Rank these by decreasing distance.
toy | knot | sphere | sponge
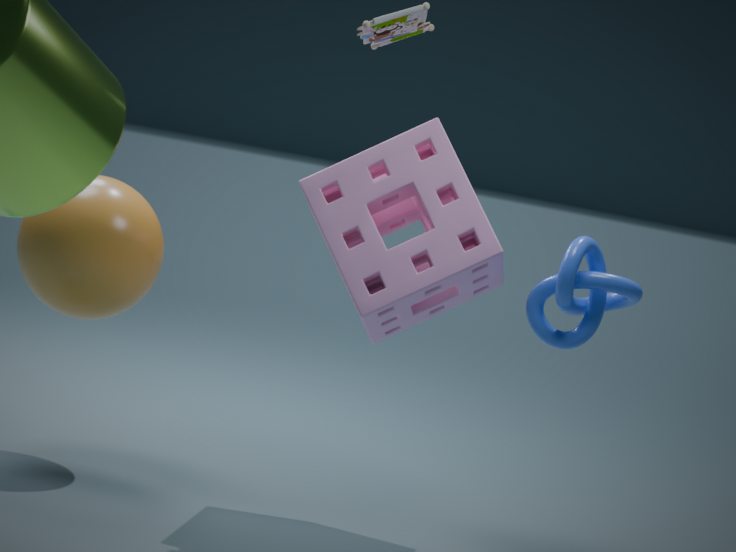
sphere, toy, sponge, knot
